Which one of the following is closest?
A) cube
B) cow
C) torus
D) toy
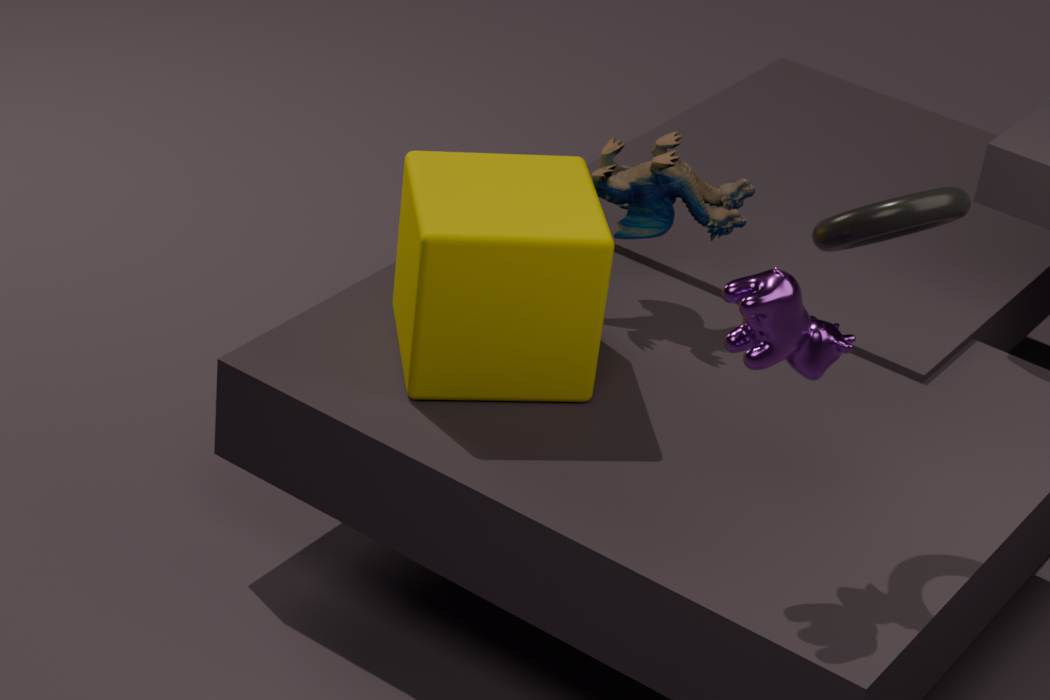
cow
